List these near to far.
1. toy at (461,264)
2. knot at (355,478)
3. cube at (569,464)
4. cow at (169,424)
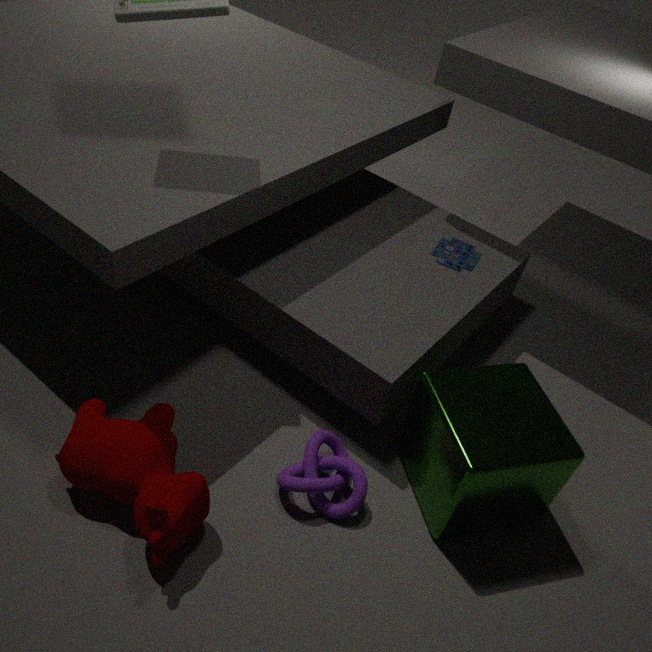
cow at (169,424) < cube at (569,464) < knot at (355,478) < toy at (461,264)
